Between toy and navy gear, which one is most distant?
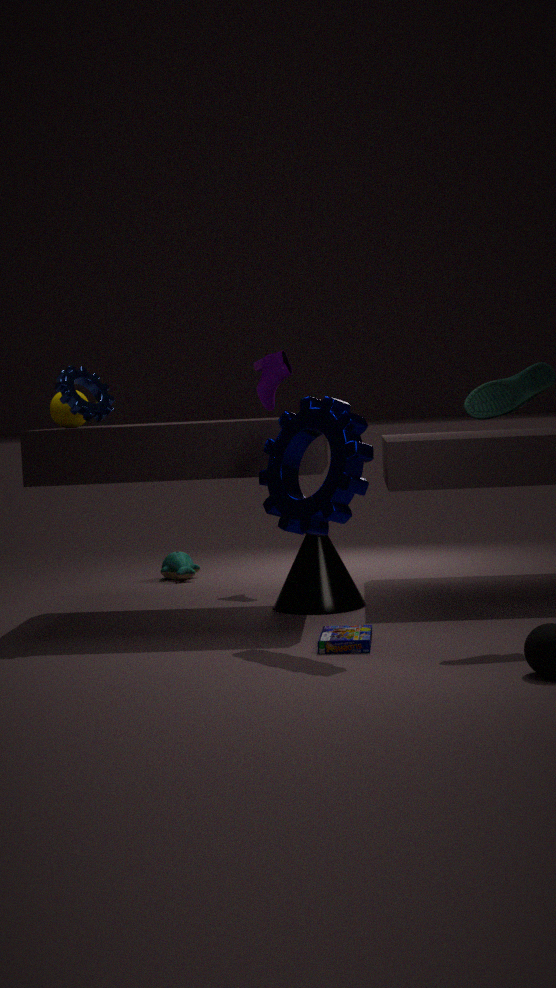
toy
